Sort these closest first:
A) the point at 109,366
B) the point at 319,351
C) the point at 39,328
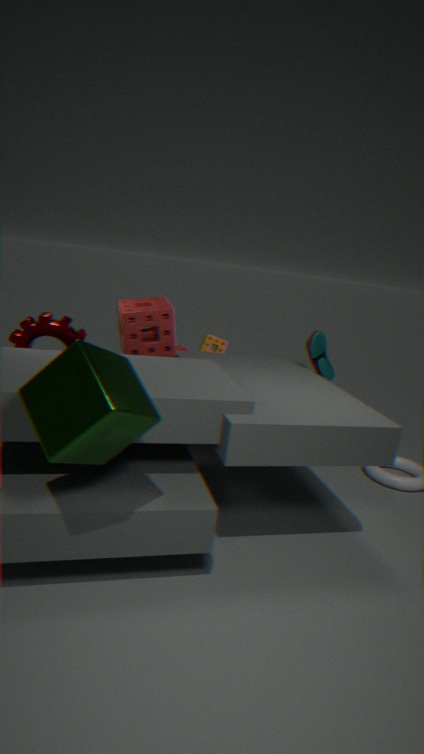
1. the point at 109,366
2. the point at 39,328
3. the point at 319,351
